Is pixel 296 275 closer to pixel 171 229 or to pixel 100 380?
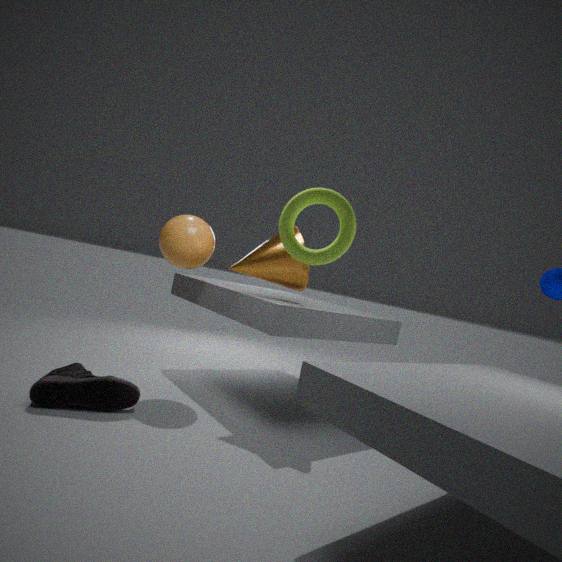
pixel 171 229
